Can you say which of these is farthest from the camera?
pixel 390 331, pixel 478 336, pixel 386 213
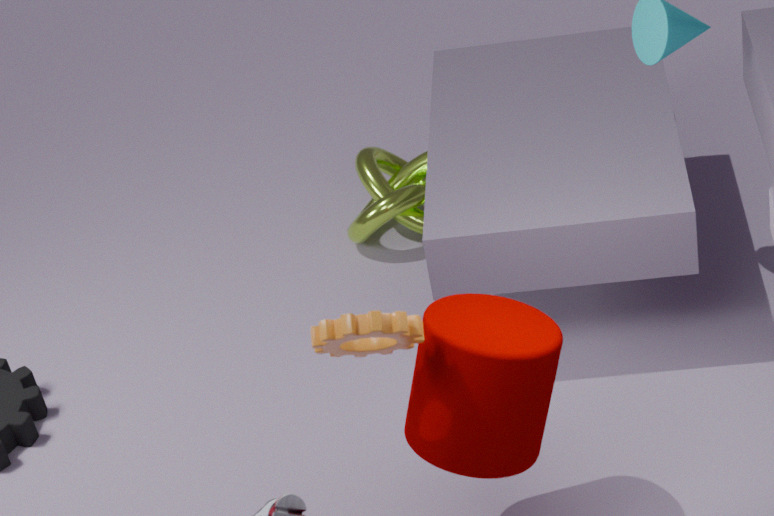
pixel 386 213
